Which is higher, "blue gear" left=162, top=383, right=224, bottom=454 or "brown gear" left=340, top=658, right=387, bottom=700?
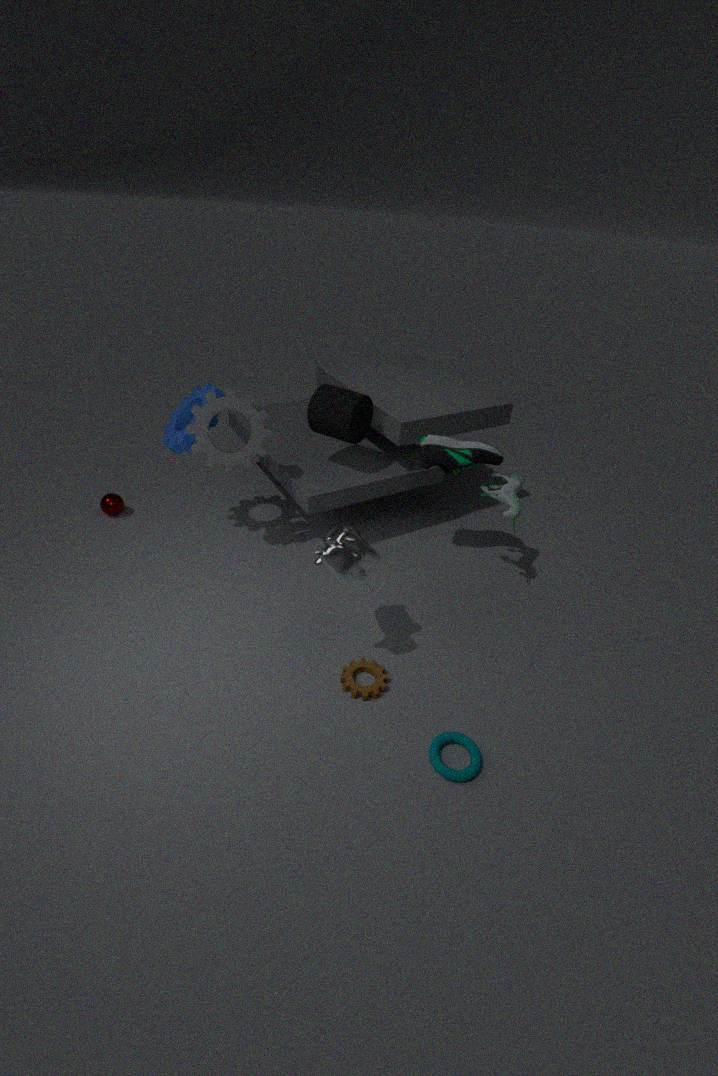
"blue gear" left=162, top=383, right=224, bottom=454
